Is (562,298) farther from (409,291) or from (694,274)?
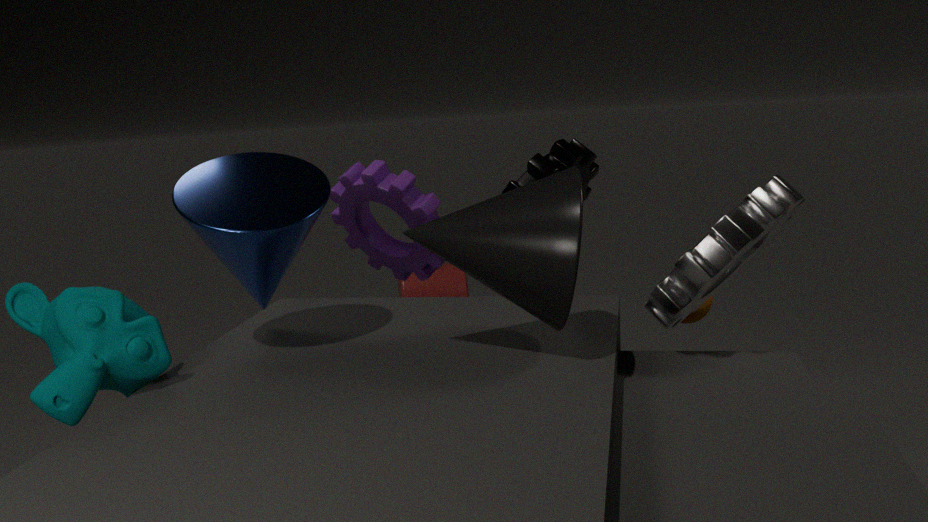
(409,291)
